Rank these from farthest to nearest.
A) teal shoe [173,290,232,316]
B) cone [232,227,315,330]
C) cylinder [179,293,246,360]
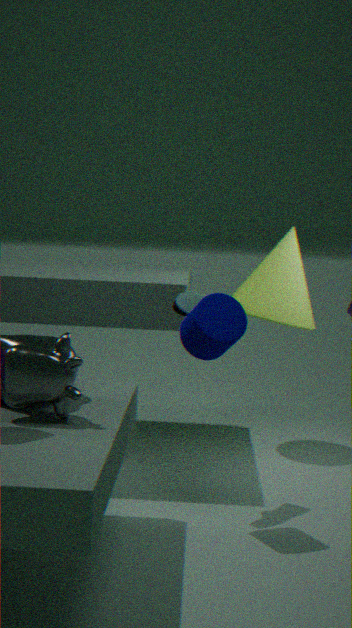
cone [232,227,315,330] < teal shoe [173,290,232,316] < cylinder [179,293,246,360]
